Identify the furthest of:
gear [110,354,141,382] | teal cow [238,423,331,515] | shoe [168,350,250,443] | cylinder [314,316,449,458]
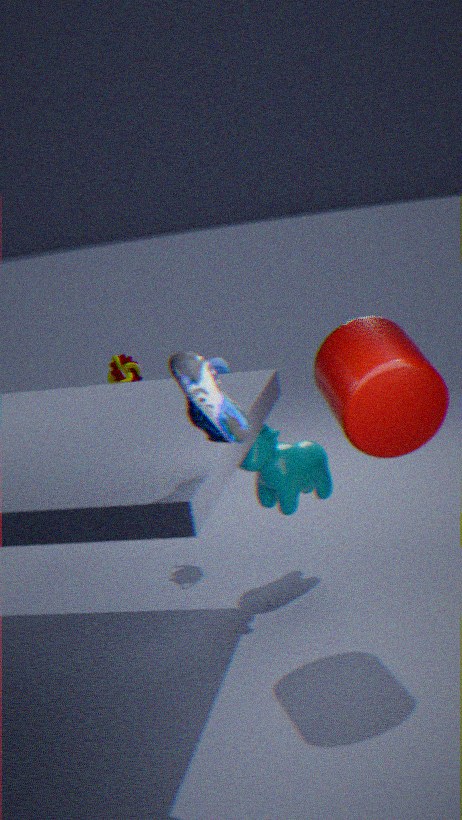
gear [110,354,141,382]
